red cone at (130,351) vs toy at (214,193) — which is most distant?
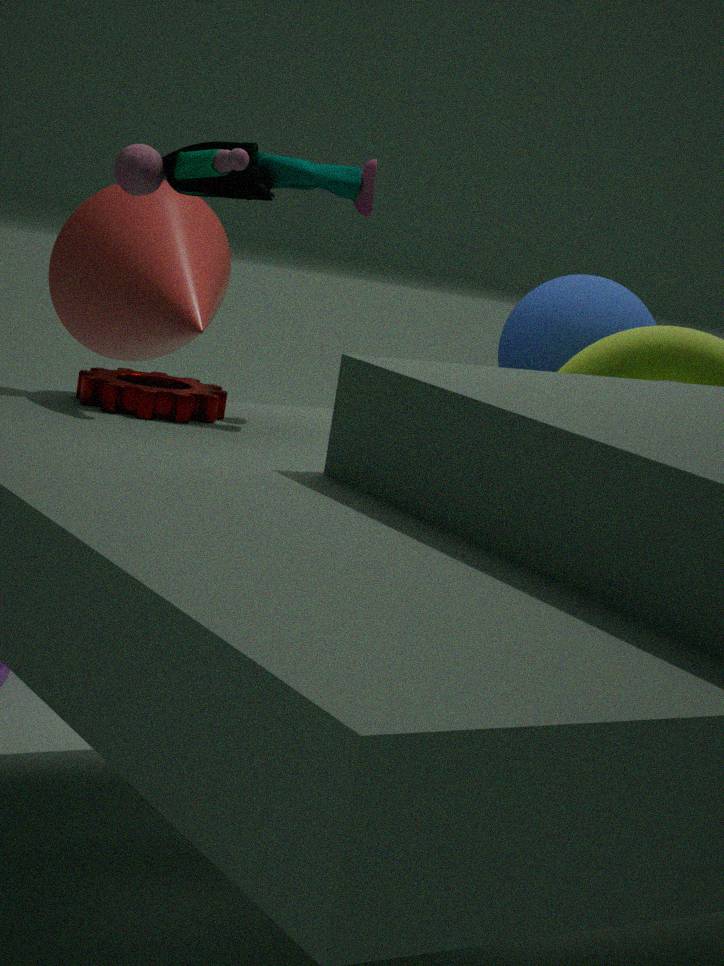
red cone at (130,351)
